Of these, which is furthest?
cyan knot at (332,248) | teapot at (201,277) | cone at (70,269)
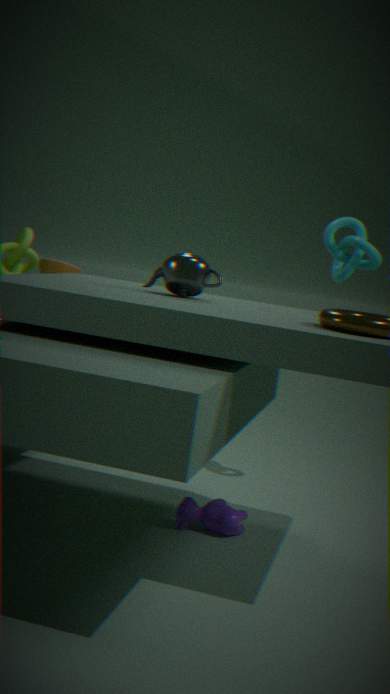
cone at (70,269)
